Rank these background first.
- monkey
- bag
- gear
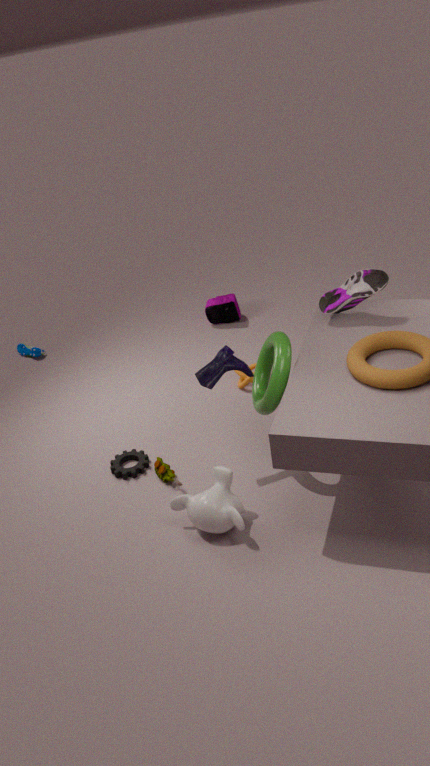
bag < gear < monkey
